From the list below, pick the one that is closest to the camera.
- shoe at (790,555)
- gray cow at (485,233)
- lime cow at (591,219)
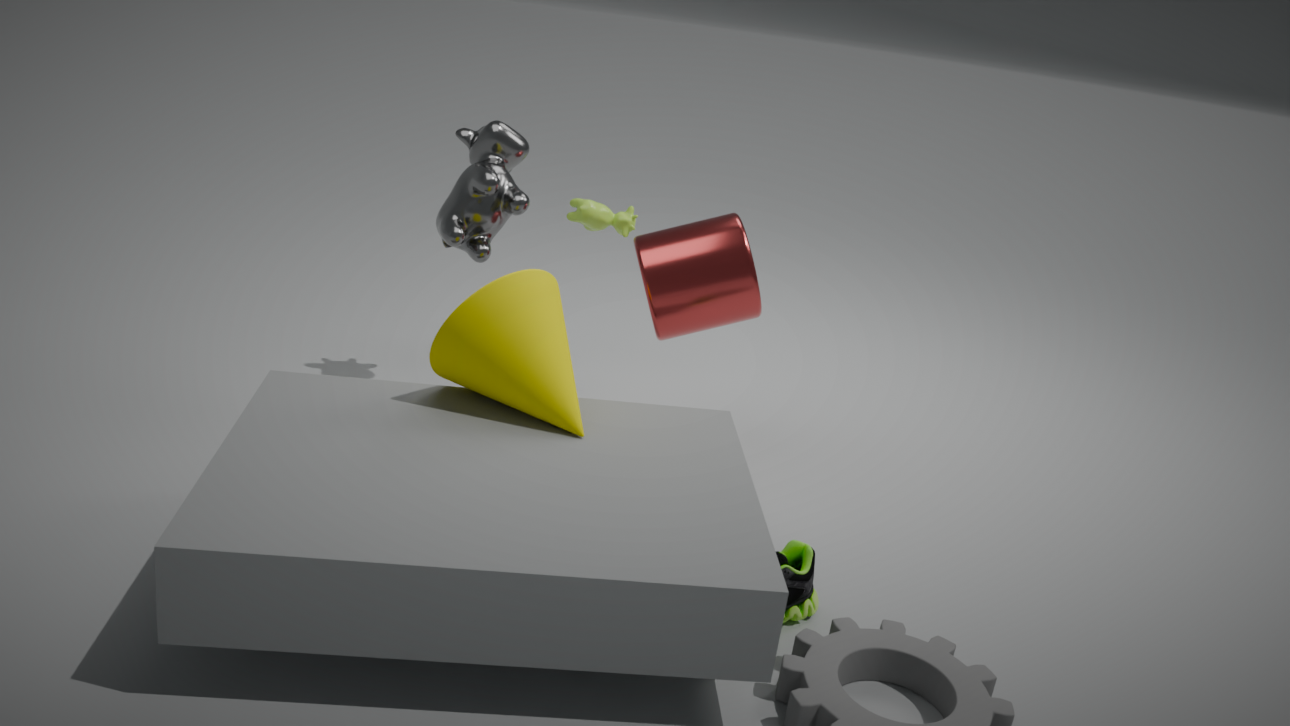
shoe at (790,555)
